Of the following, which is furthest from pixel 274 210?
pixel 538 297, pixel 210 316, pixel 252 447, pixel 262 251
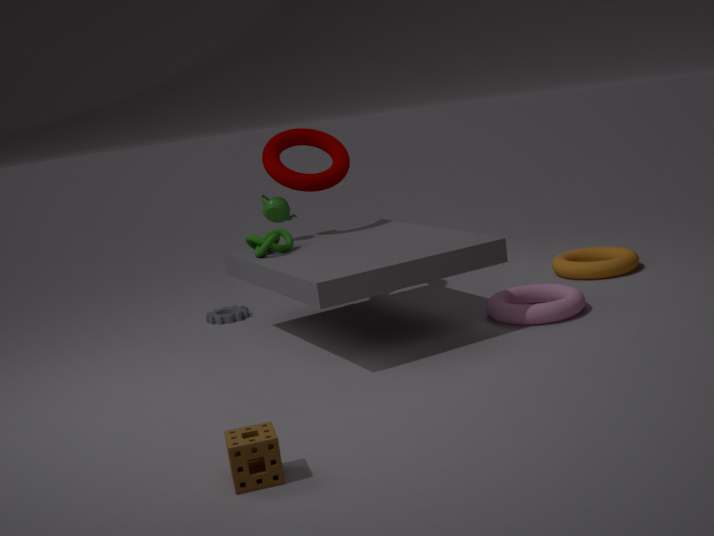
pixel 252 447
